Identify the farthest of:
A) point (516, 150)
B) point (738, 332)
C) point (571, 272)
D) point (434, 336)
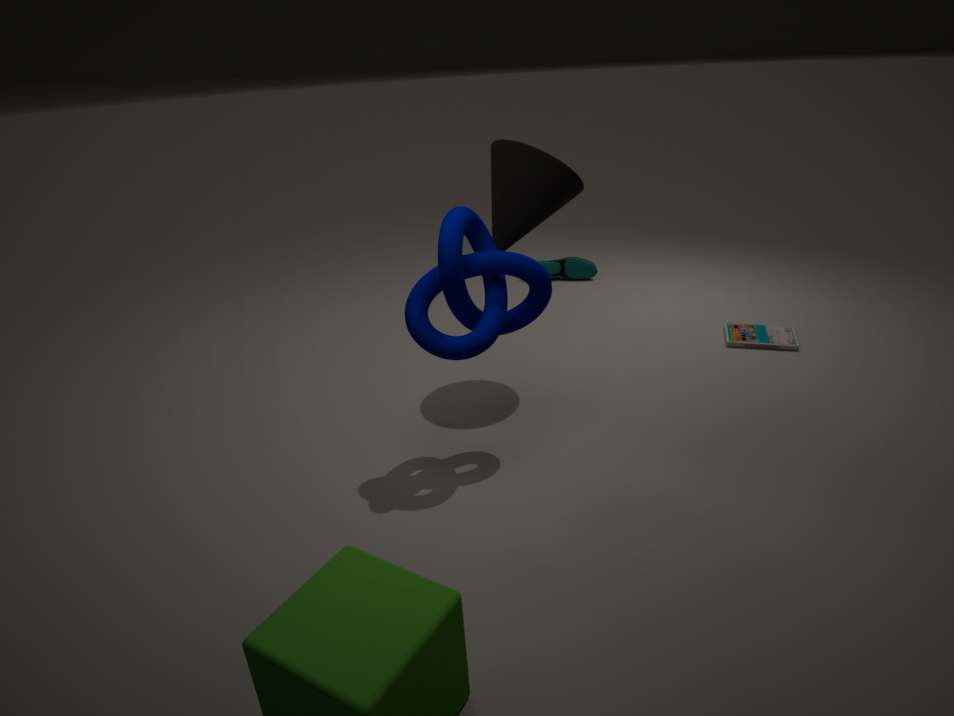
point (571, 272)
